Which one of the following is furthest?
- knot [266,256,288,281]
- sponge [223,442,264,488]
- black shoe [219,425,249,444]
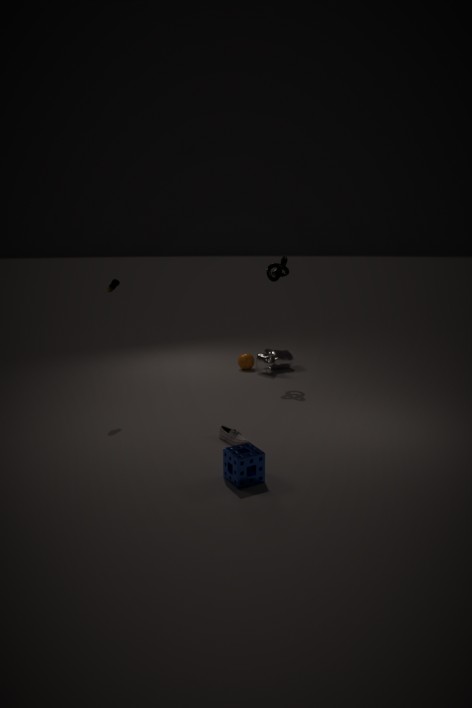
knot [266,256,288,281]
